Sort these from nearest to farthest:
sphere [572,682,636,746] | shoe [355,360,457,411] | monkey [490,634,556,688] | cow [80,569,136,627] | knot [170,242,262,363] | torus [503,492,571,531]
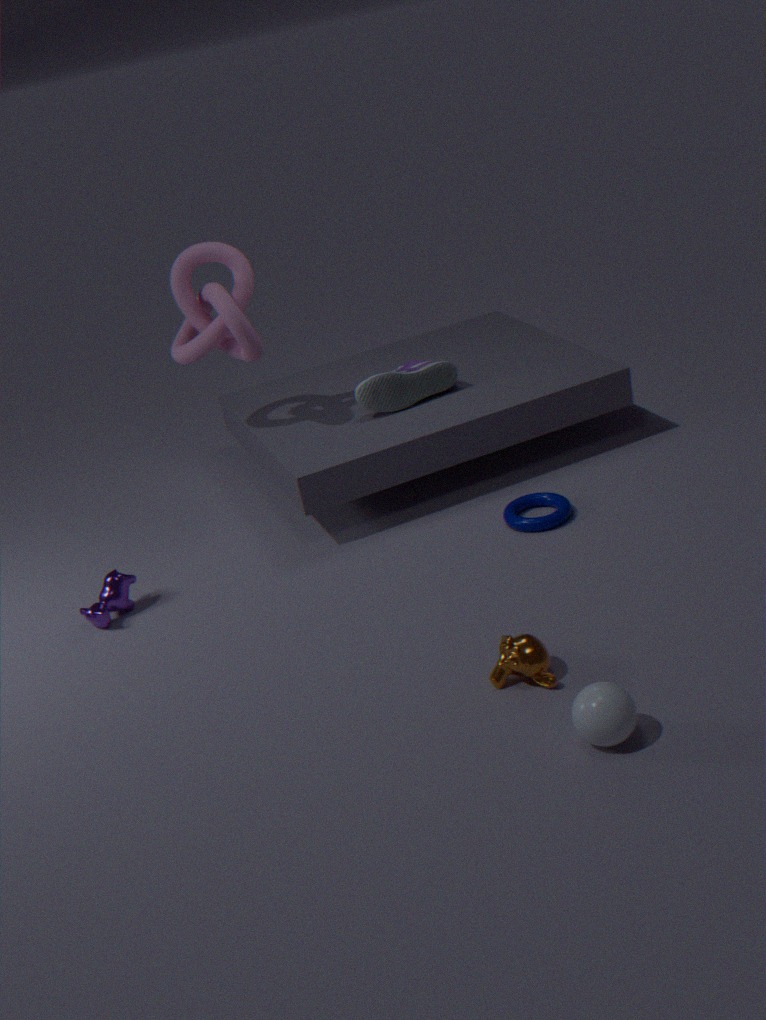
1. sphere [572,682,636,746]
2. monkey [490,634,556,688]
3. cow [80,569,136,627]
4. torus [503,492,571,531]
5. knot [170,242,262,363]
6. shoe [355,360,457,411]
